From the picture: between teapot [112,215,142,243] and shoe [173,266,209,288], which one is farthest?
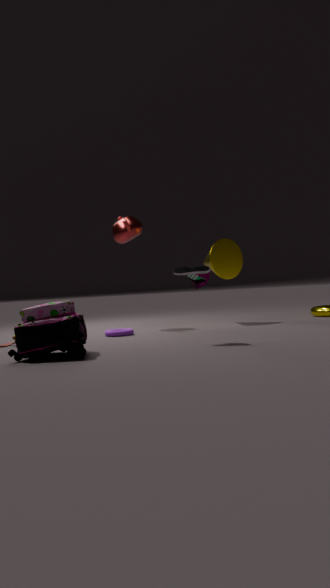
teapot [112,215,142,243]
